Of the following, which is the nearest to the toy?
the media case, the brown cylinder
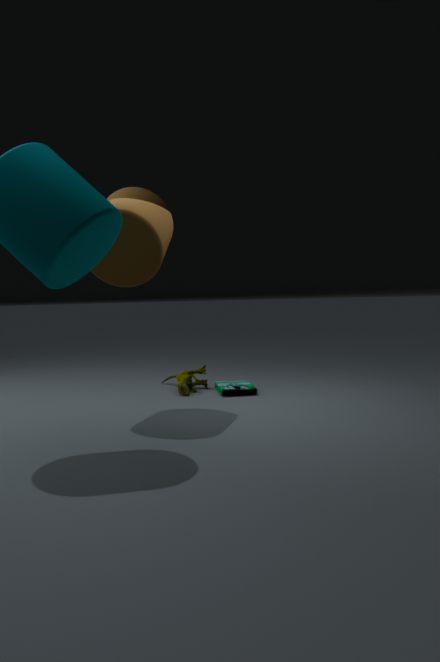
the media case
